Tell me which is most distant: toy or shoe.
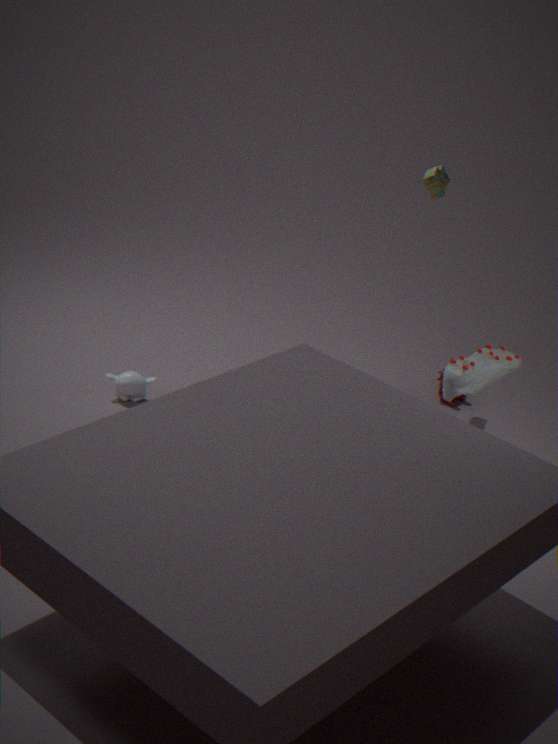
toy
